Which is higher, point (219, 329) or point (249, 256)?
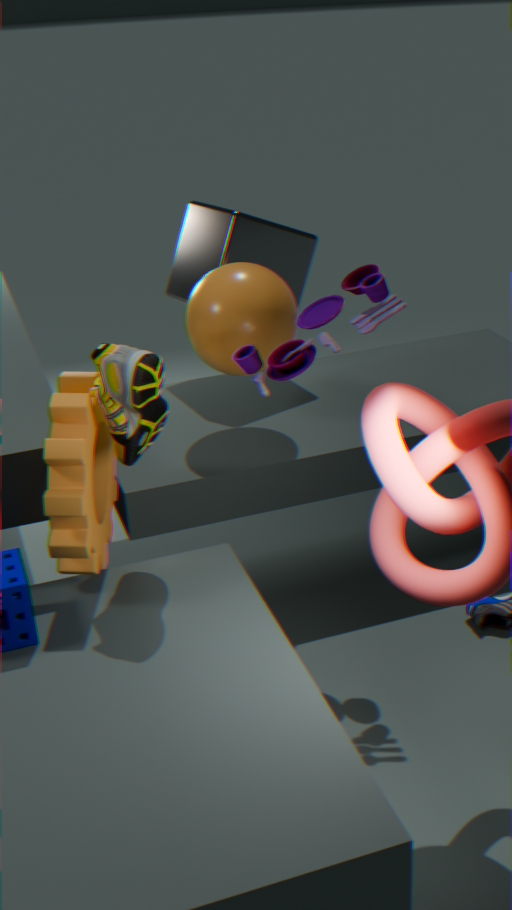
point (249, 256)
